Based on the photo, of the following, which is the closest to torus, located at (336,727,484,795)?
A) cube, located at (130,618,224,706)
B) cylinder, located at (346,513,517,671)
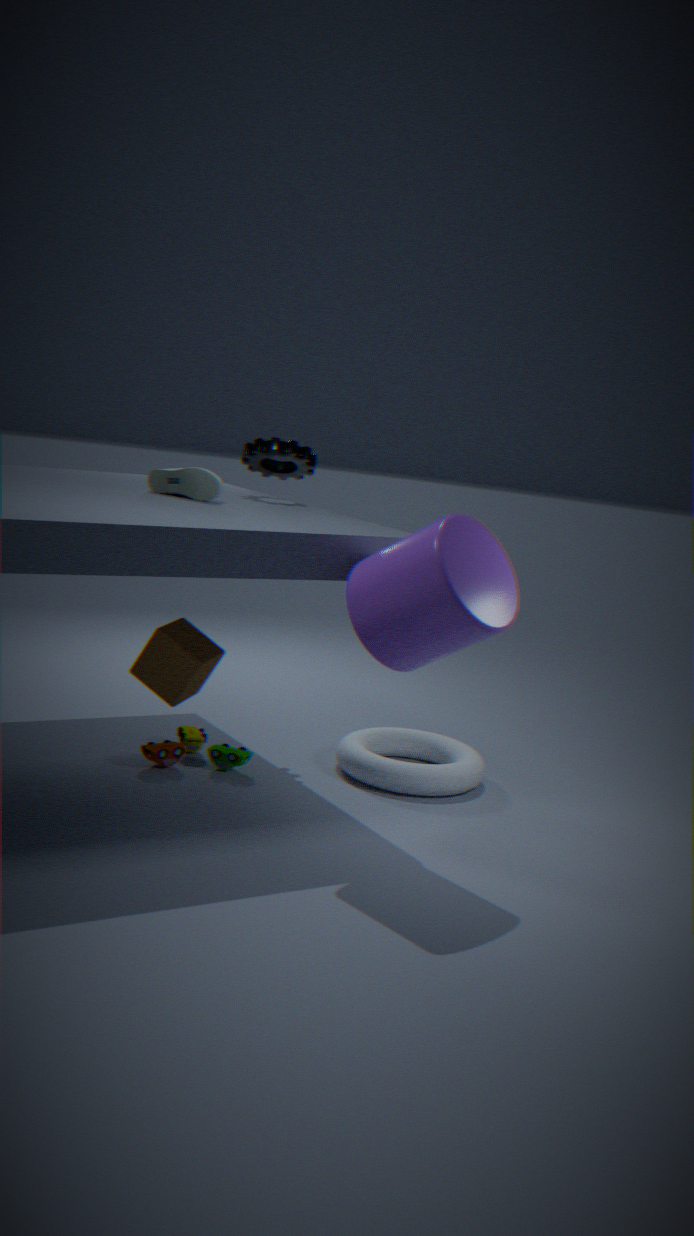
cylinder, located at (346,513,517,671)
